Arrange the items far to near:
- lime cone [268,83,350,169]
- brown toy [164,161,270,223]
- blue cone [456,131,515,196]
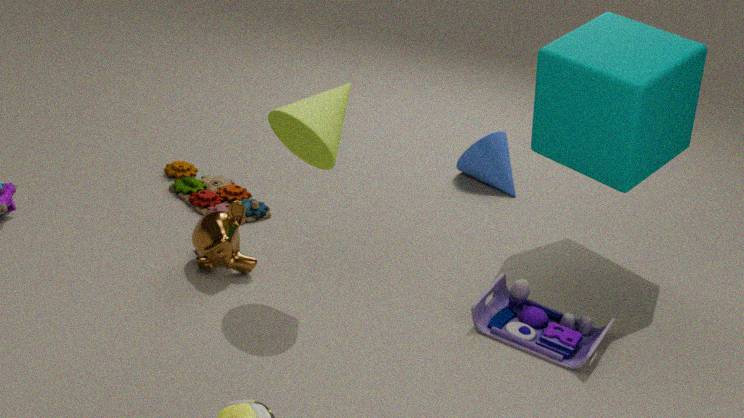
blue cone [456,131,515,196], brown toy [164,161,270,223], lime cone [268,83,350,169]
